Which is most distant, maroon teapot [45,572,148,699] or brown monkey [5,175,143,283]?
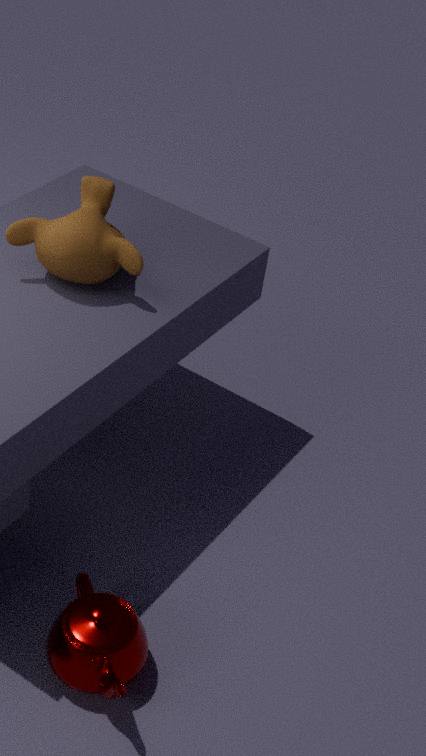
brown monkey [5,175,143,283]
